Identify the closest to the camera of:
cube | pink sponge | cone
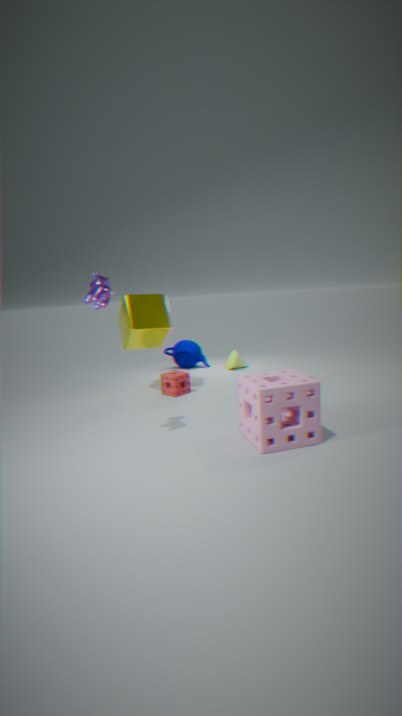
pink sponge
